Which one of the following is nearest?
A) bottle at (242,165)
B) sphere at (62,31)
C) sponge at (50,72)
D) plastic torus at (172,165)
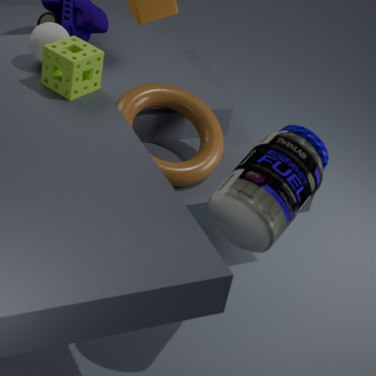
bottle at (242,165)
